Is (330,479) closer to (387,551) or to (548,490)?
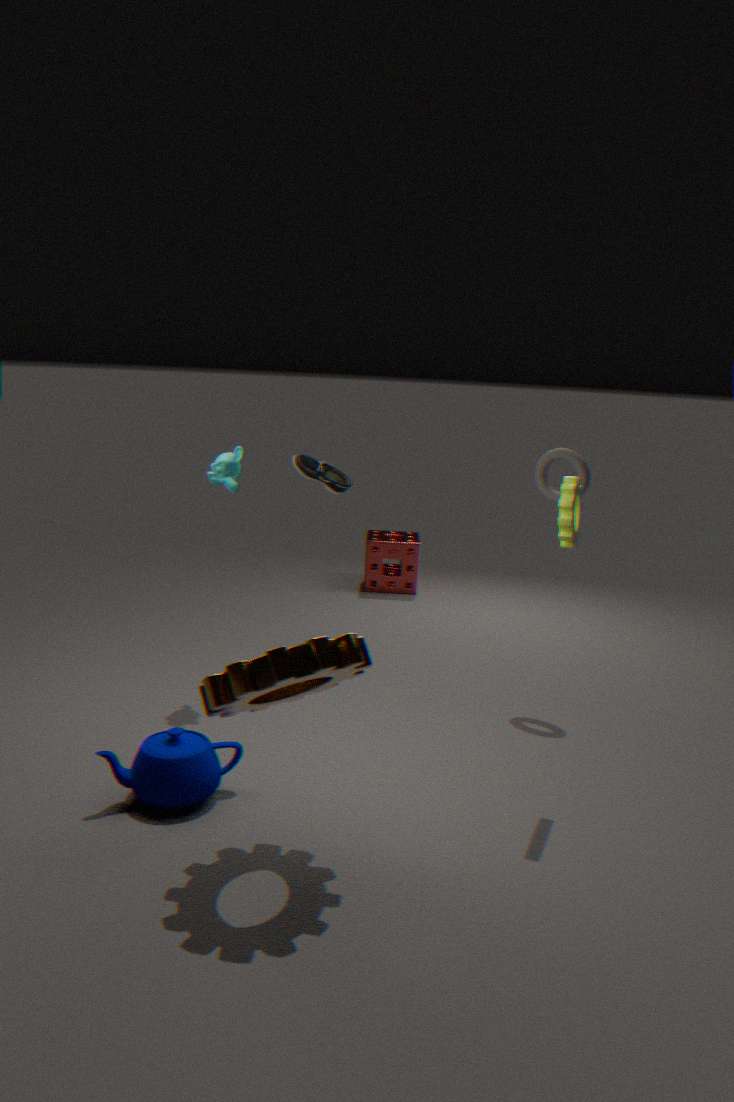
(548,490)
